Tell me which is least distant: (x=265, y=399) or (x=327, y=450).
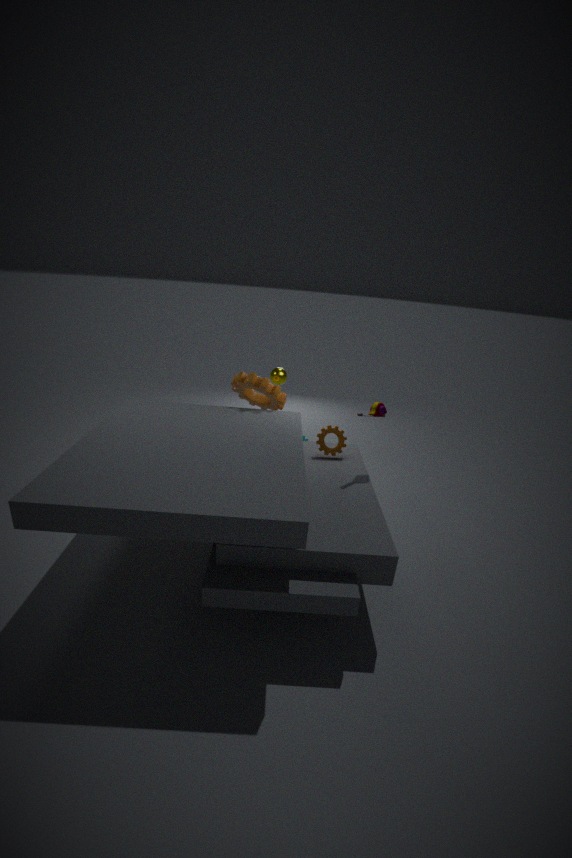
(x=327, y=450)
